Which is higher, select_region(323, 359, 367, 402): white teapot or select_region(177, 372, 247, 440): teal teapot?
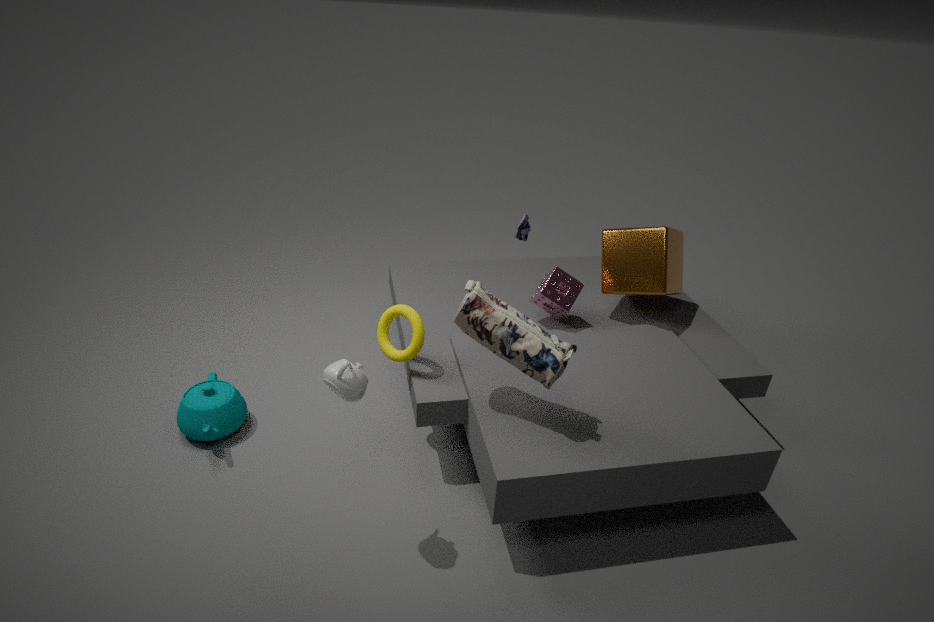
select_region(323, 359, 367, 402): white teapot
